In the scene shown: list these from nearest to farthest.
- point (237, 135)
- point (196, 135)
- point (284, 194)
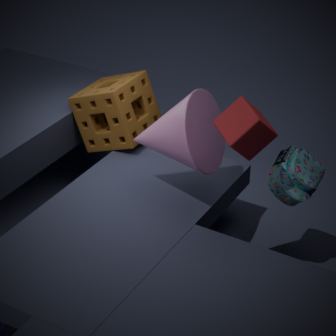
point (237, 135) → point (196, 135) → point (284, 194)
